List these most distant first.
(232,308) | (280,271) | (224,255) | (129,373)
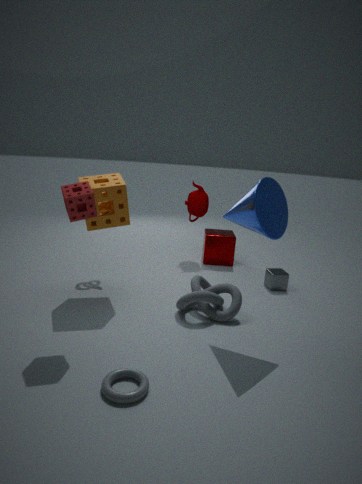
(224,255) → (280,271) → (232,308) → (129,373)
